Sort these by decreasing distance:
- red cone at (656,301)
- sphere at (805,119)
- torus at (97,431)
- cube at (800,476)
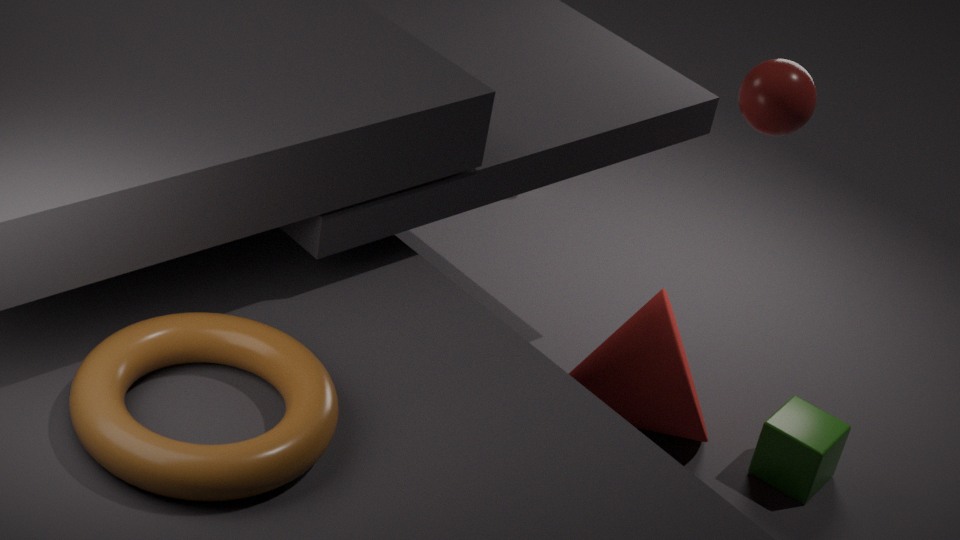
cube at (800,476), red cone at (656,301), sphere at (805,119), torus at (97,431)
